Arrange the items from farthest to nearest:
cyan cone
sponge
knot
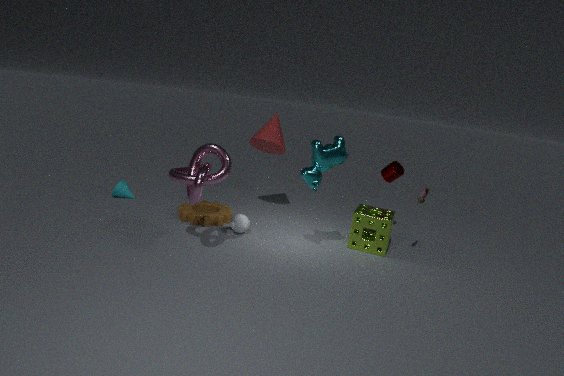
cyan cone
sponge
knot
